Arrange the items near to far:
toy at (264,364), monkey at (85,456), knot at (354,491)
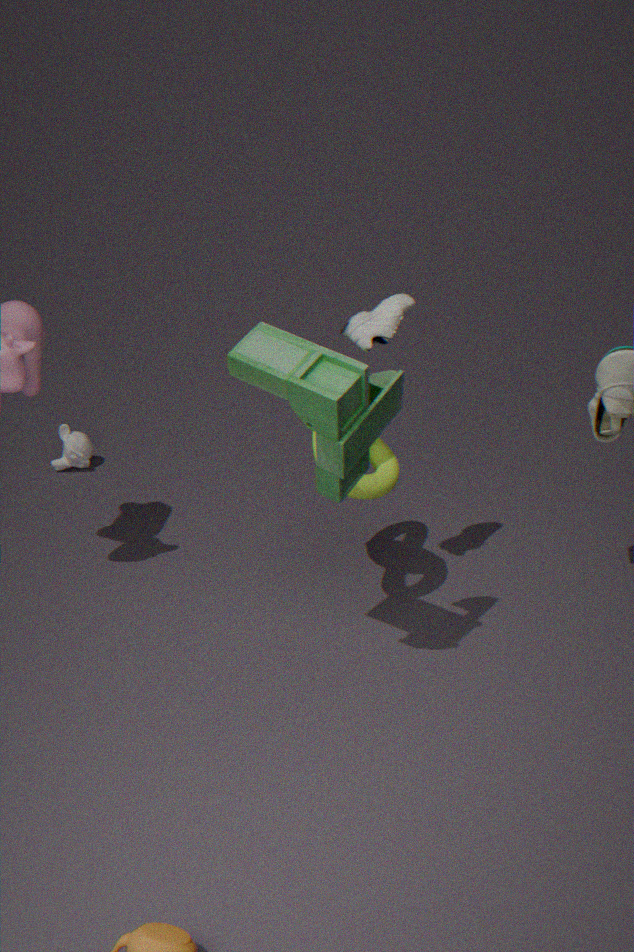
toy at (264,364), knot at (354,491), monkey at (85,456)
